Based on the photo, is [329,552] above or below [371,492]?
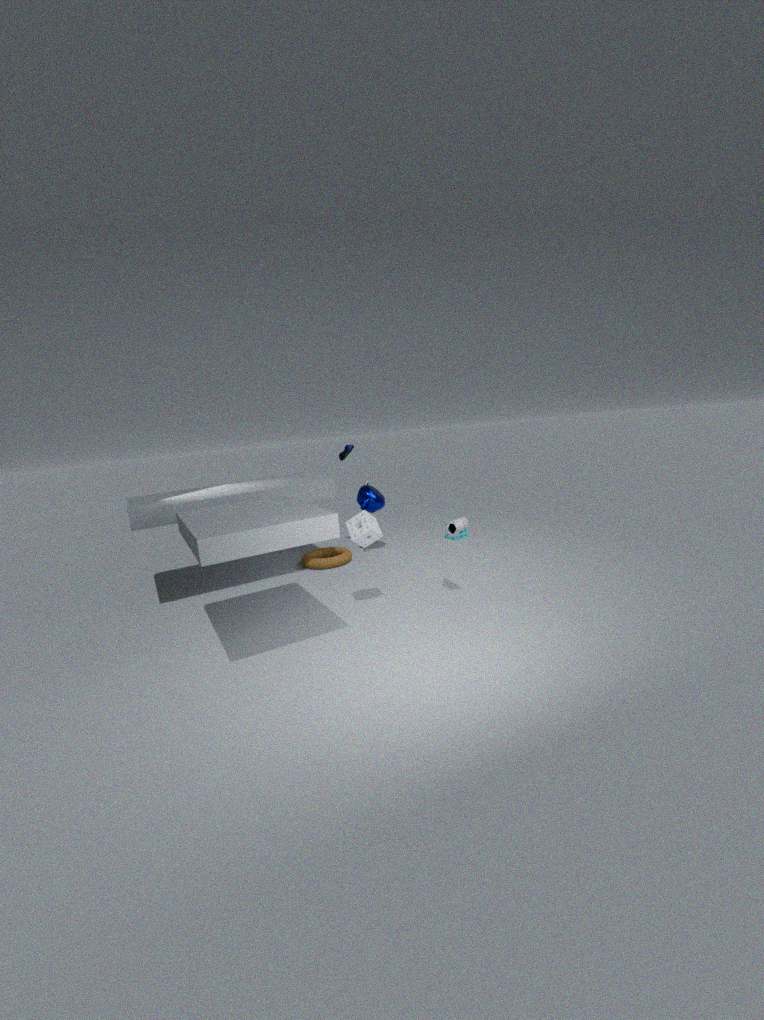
below
